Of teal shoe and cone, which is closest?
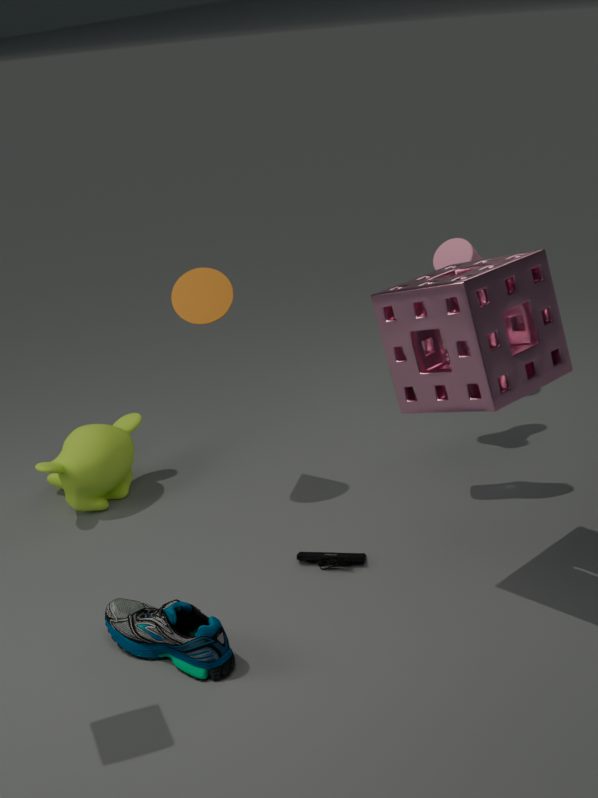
teal shoe
